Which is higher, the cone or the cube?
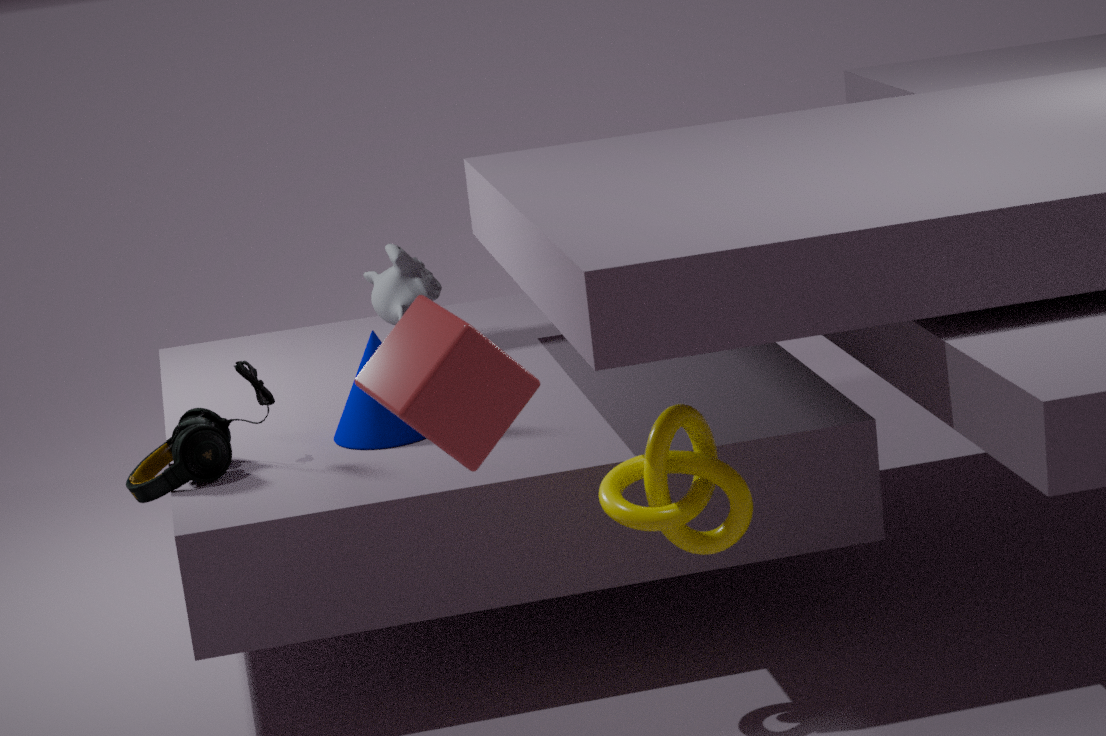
the cube
